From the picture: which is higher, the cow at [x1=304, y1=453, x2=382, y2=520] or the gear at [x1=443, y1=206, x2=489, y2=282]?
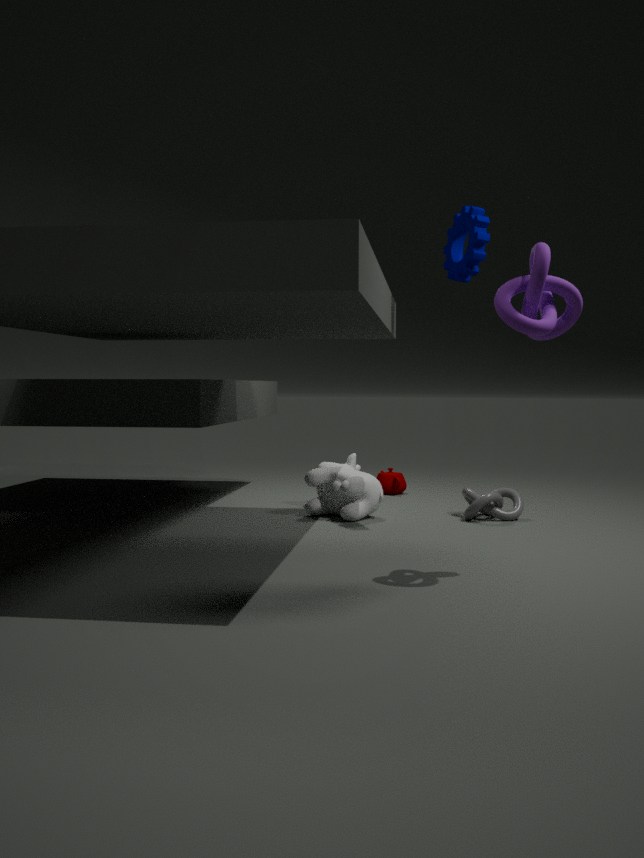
the gear at [x1=443, y1=206, x2=489, y2=282]
